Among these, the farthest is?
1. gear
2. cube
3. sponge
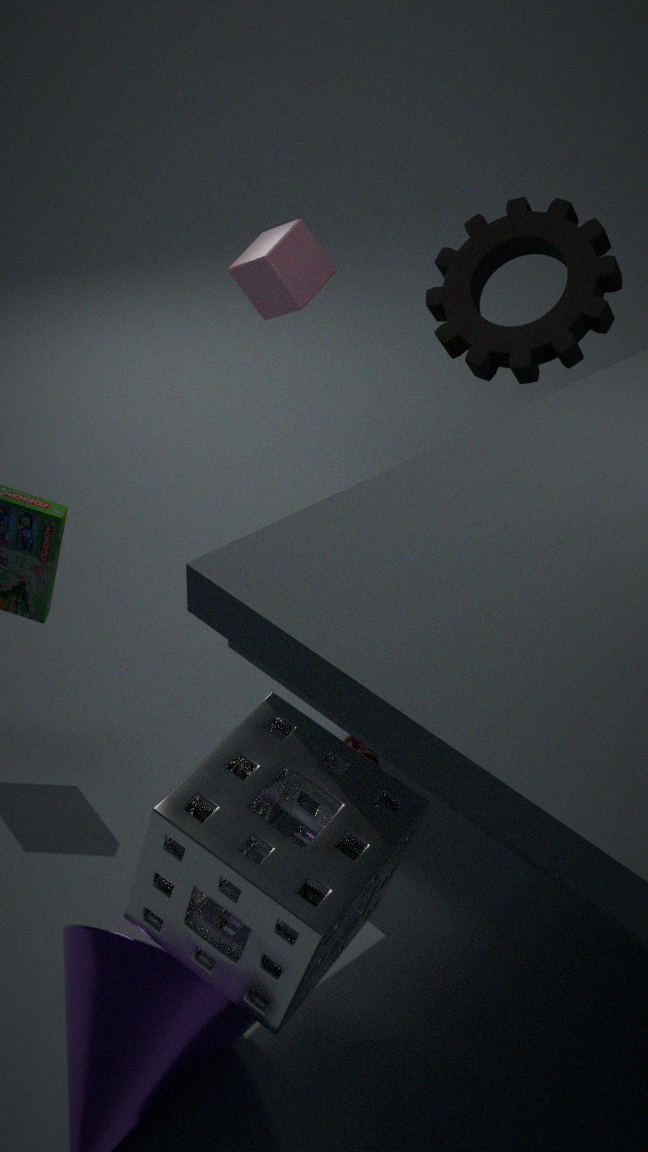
gear
